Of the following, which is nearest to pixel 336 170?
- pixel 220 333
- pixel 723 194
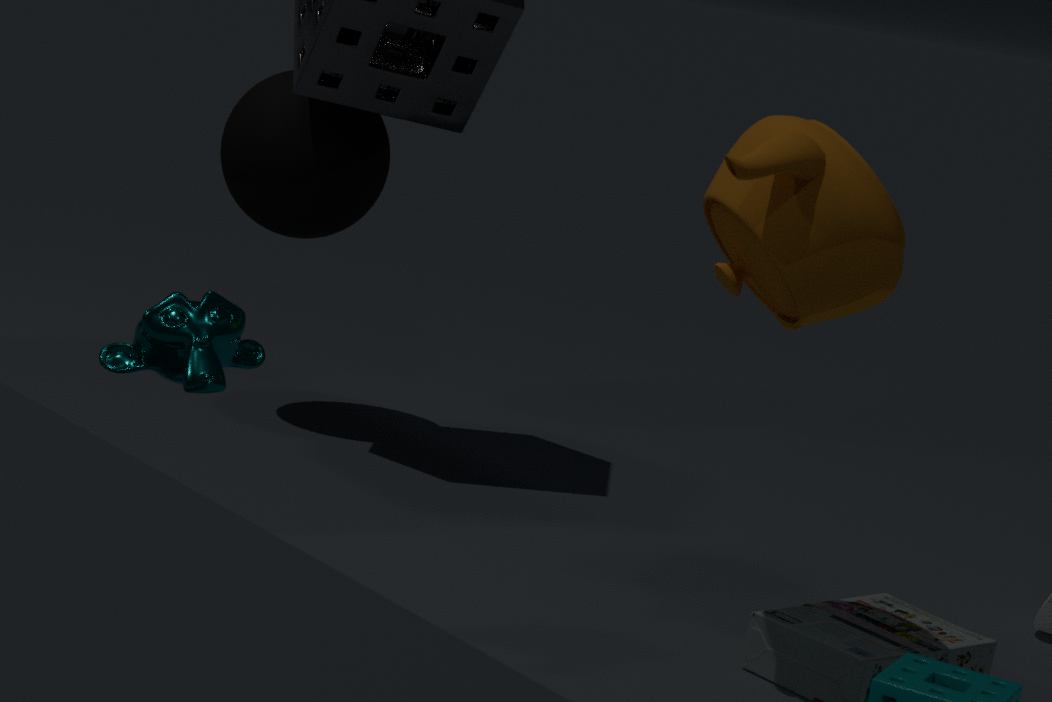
pixel 220 333
